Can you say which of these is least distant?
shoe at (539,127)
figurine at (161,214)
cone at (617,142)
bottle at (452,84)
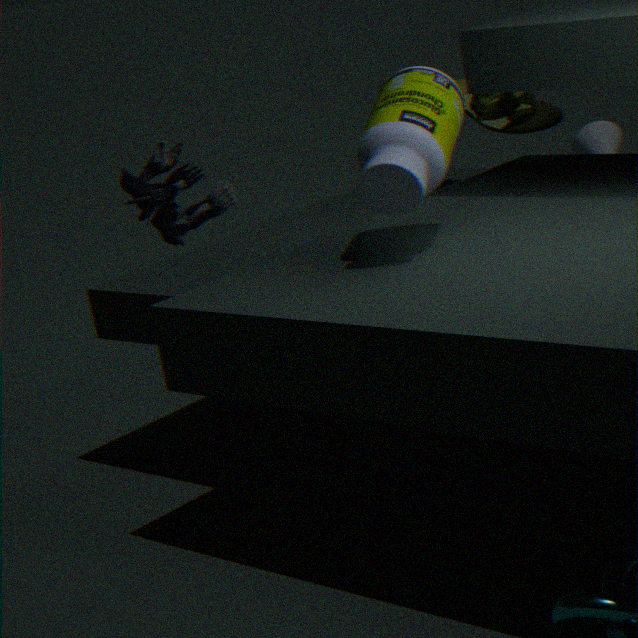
figurine at (161,214)
